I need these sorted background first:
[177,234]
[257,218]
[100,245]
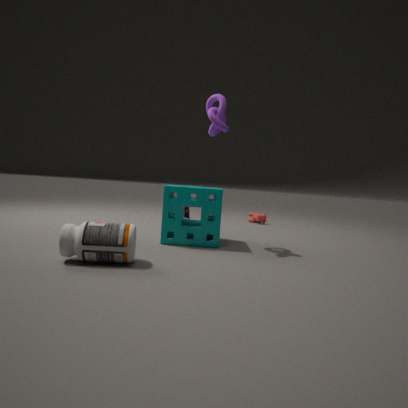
[257,218] → [177,234] → [100,245]
